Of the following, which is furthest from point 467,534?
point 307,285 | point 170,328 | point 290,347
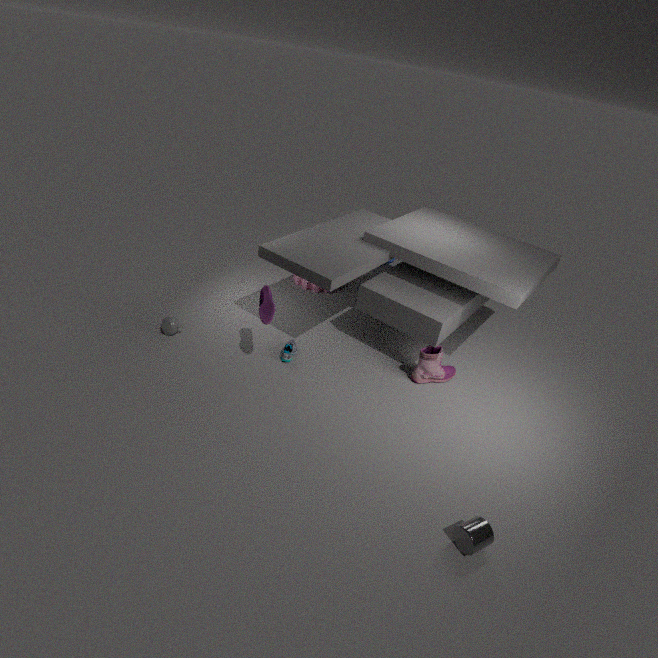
point 307,285
